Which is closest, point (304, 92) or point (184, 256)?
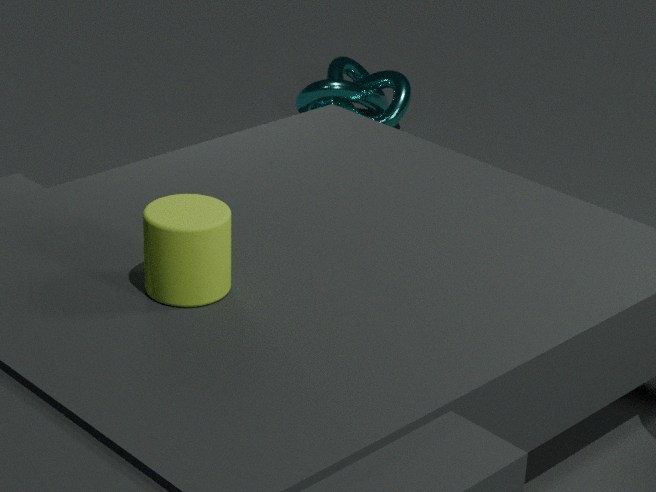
point (184, 256)
